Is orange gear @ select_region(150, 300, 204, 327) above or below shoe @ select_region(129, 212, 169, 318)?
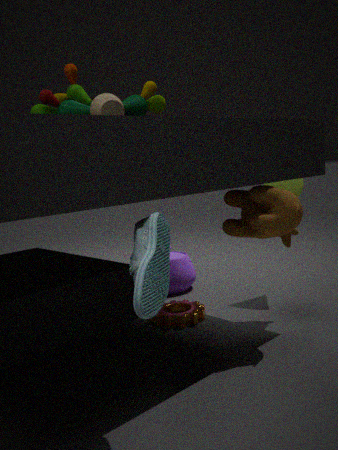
below
